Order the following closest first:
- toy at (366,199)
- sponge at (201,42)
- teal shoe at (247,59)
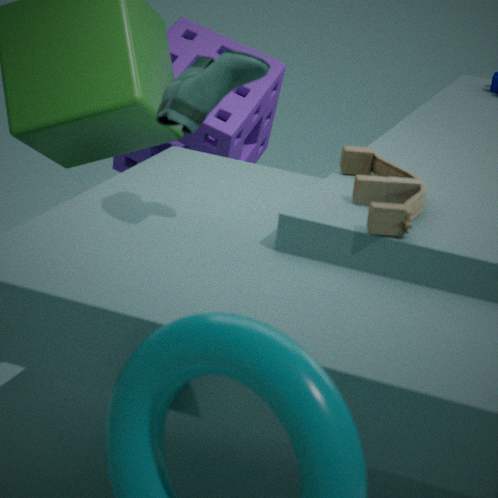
teal shoe at (247,59)
toy at (366,199)
sponge at (201,42)
